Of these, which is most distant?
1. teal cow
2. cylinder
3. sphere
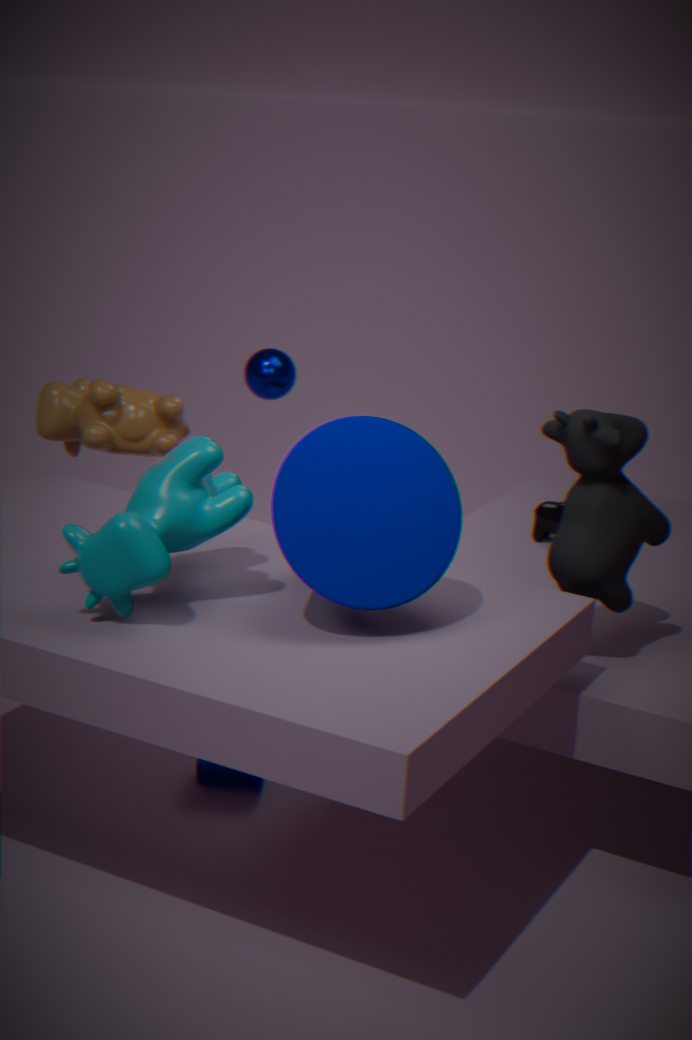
sphere
